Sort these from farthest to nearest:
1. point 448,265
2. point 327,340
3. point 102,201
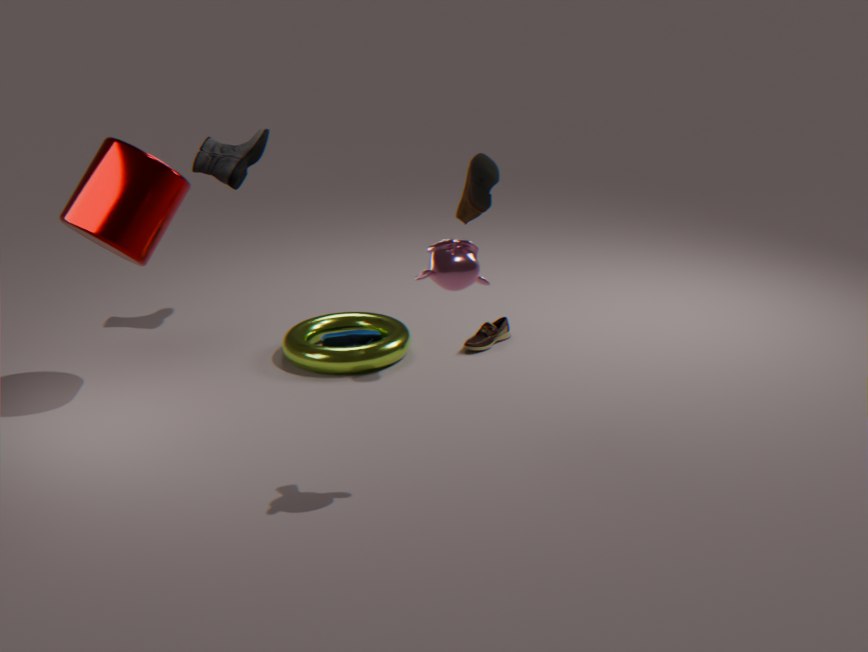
1. point 327,340
2. point 102,201
3. point 448,265
